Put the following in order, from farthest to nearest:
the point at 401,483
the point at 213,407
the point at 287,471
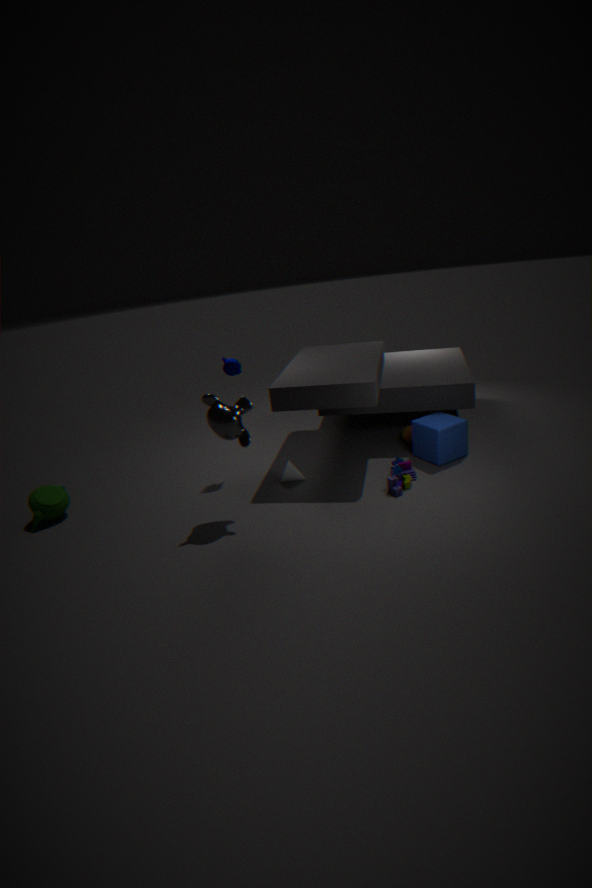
1. the point at 287,471
2. the point at 401,483
3. the point at 213,407
